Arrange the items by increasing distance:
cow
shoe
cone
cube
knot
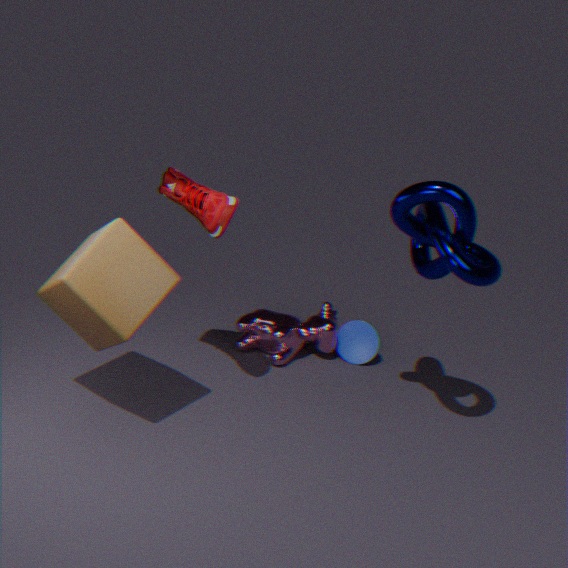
cube → knot → shoe → cow → cone
